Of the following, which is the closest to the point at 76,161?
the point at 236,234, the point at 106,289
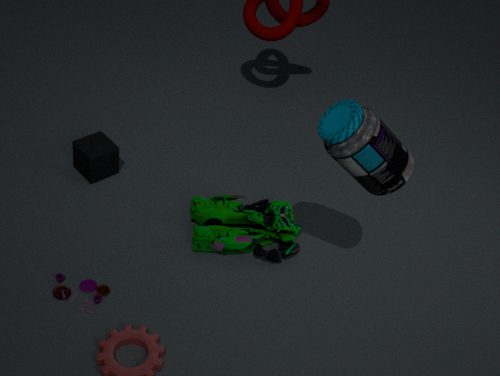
the point at 106,289
